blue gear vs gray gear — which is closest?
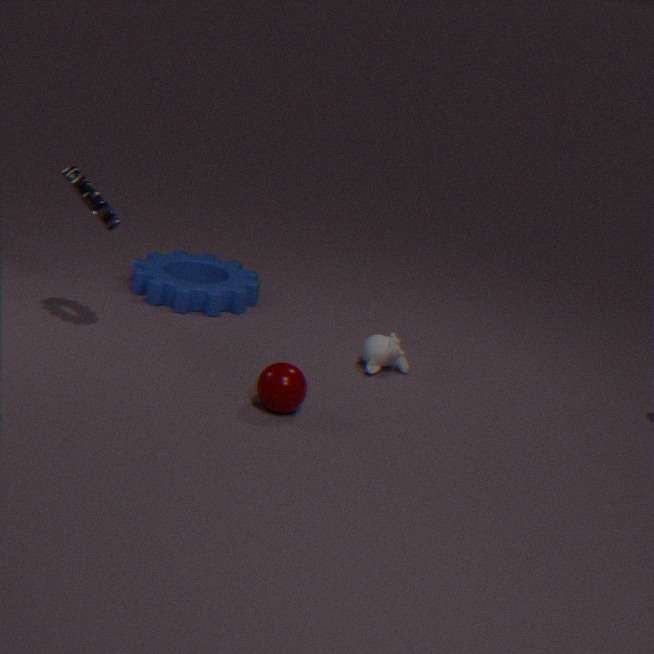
gray gear
